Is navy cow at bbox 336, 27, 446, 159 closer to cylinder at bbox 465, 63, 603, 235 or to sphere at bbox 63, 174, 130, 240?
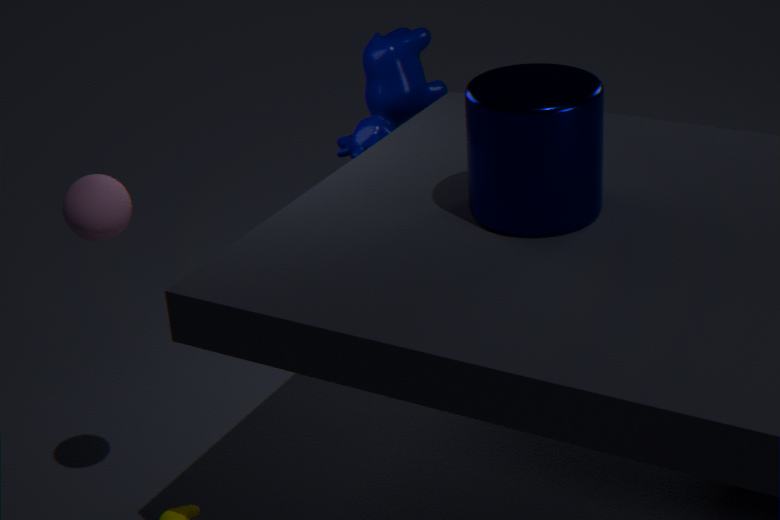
cylinder at bbox 465, 63, 603, 235
